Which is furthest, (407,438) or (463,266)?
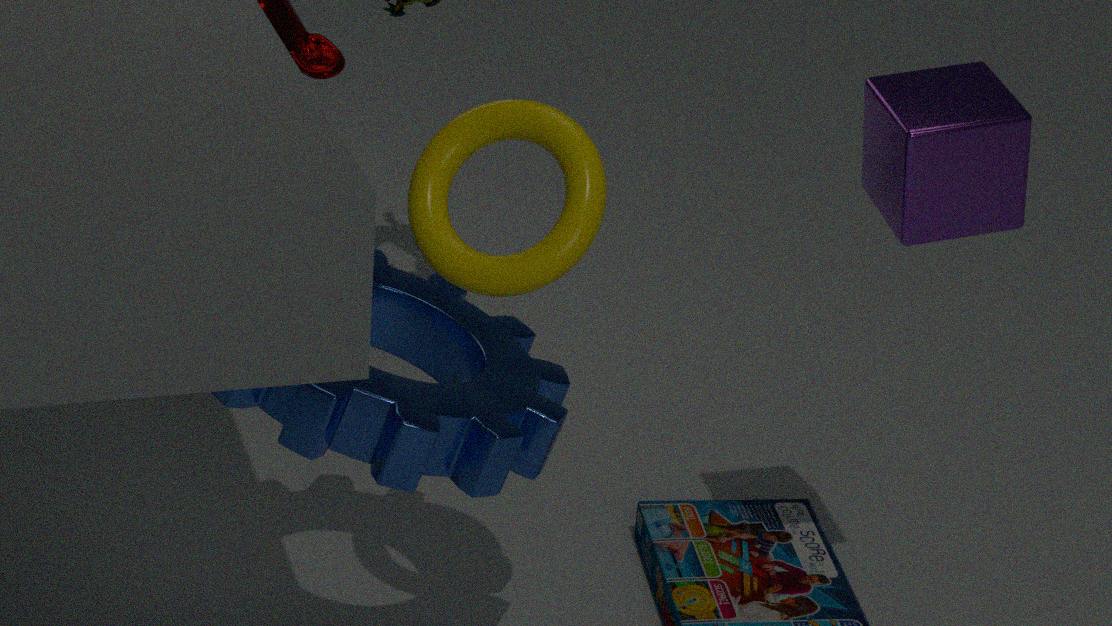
(407,438)
